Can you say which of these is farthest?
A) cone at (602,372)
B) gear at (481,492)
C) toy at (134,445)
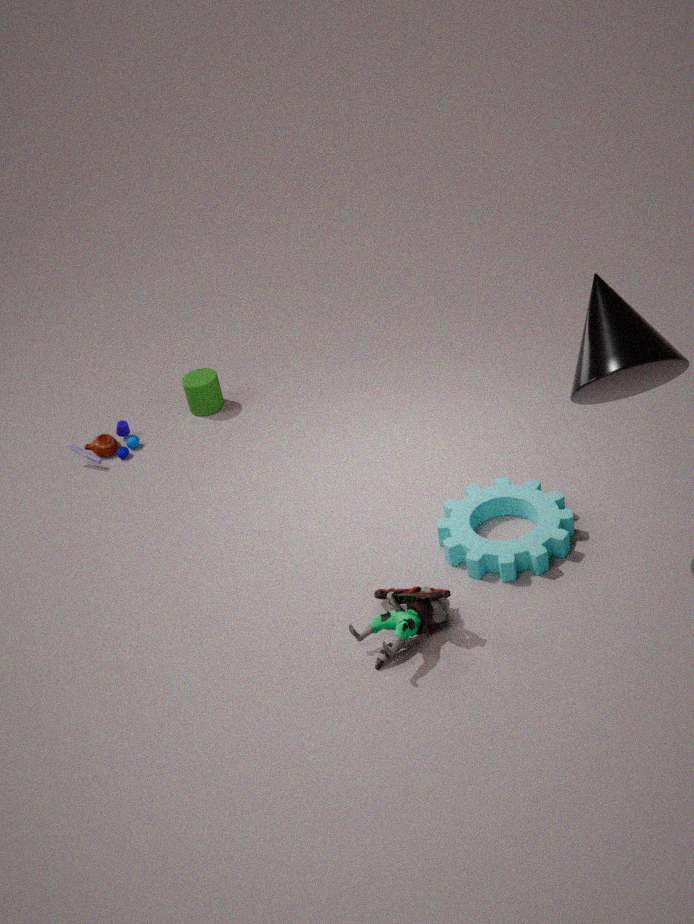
toy at (134,445)
